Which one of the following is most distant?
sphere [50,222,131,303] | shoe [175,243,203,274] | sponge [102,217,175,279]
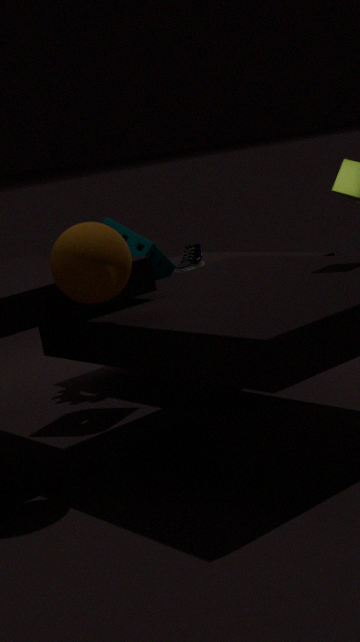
shoe [175,243,203,274]
